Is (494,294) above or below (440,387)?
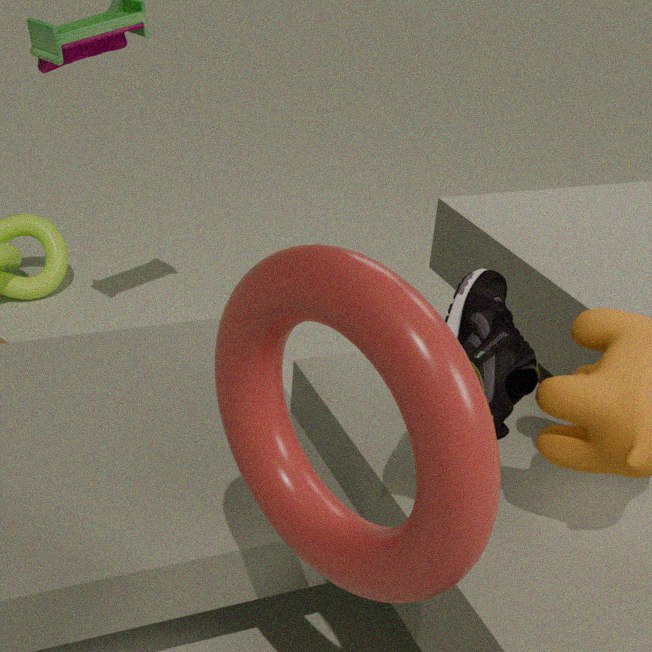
below
